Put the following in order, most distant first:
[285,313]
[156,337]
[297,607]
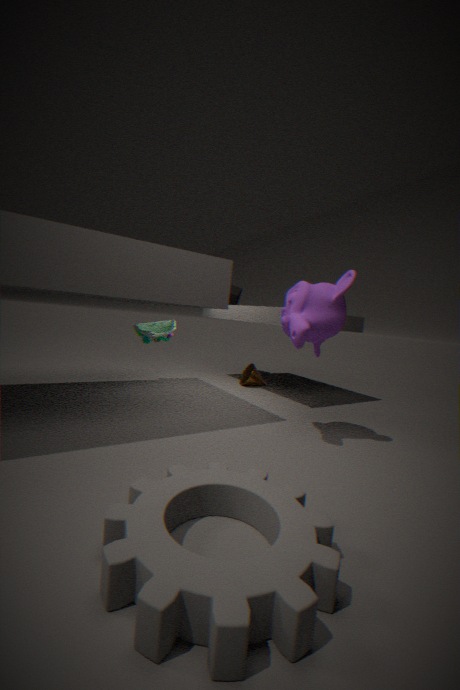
[156,337] < [285,313] < [297,607]
